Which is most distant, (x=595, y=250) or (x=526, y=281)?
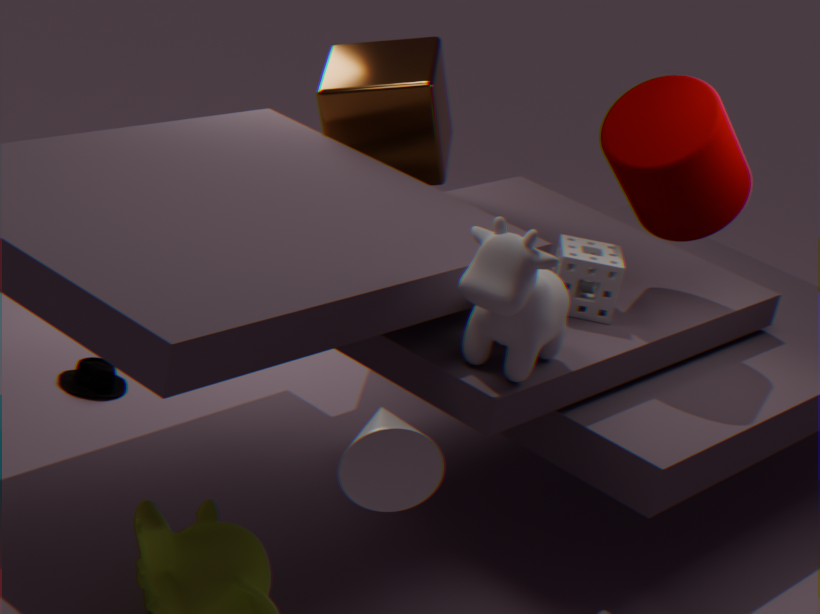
(x=595, y=250)
